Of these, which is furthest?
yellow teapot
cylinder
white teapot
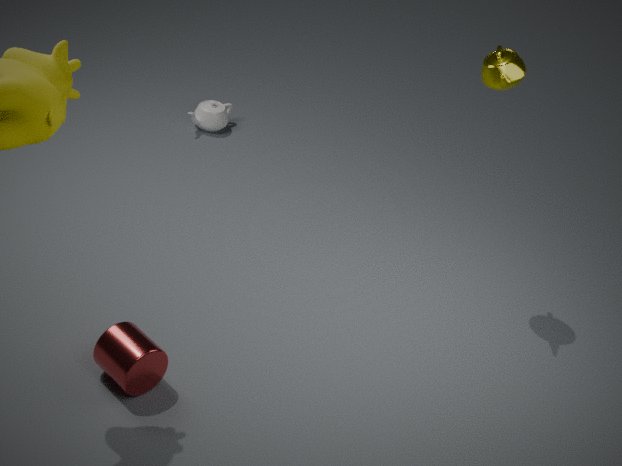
white teapot
